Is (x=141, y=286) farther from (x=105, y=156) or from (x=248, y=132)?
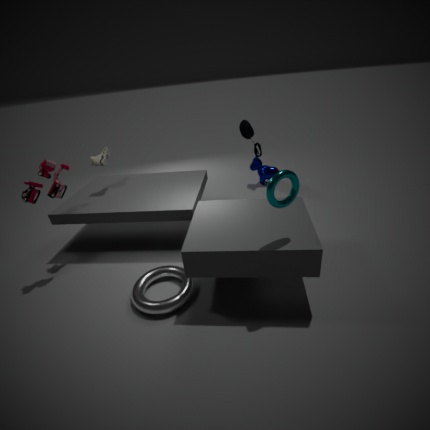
(x=248, y=132)
